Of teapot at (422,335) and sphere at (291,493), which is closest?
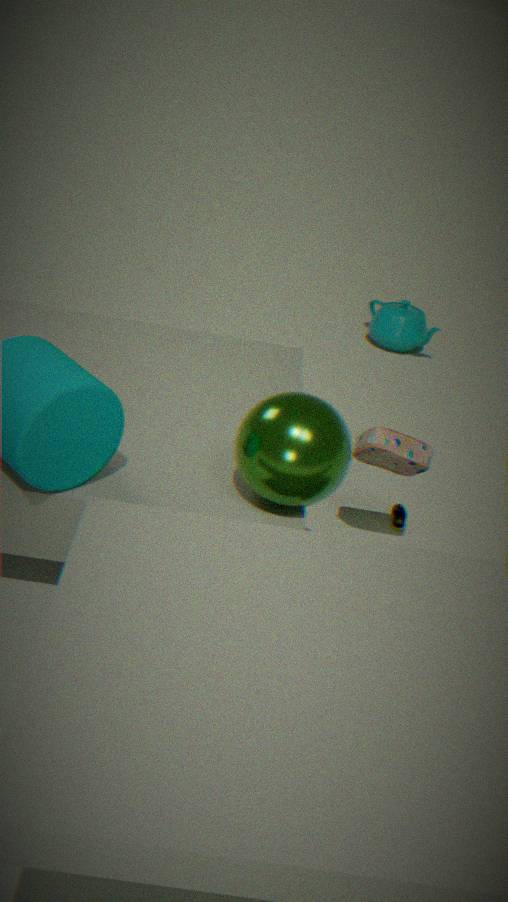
sphere at (291,493)
